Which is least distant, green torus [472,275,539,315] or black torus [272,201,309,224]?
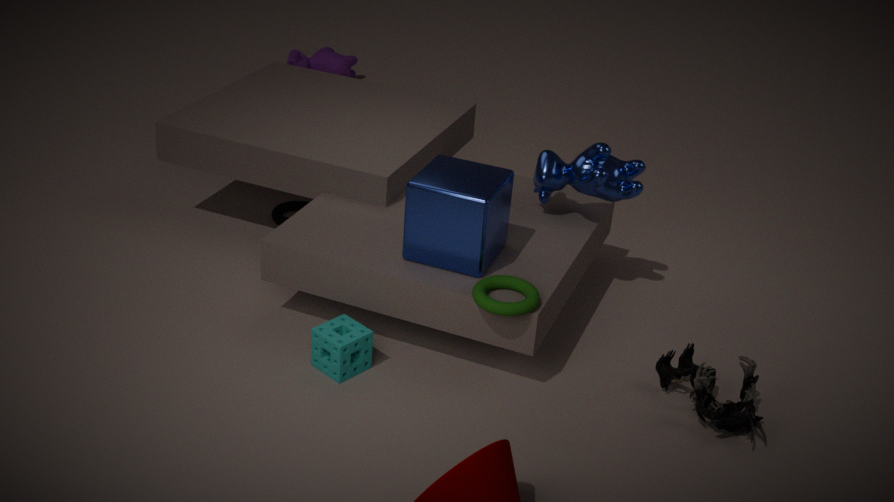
green torus [472,275,539,315]
